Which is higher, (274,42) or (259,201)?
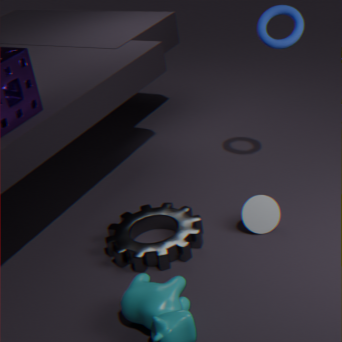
(274,42)
